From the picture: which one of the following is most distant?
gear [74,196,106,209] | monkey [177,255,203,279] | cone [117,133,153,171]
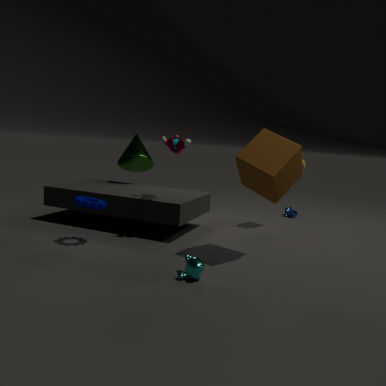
cone [117,133,153,171]
